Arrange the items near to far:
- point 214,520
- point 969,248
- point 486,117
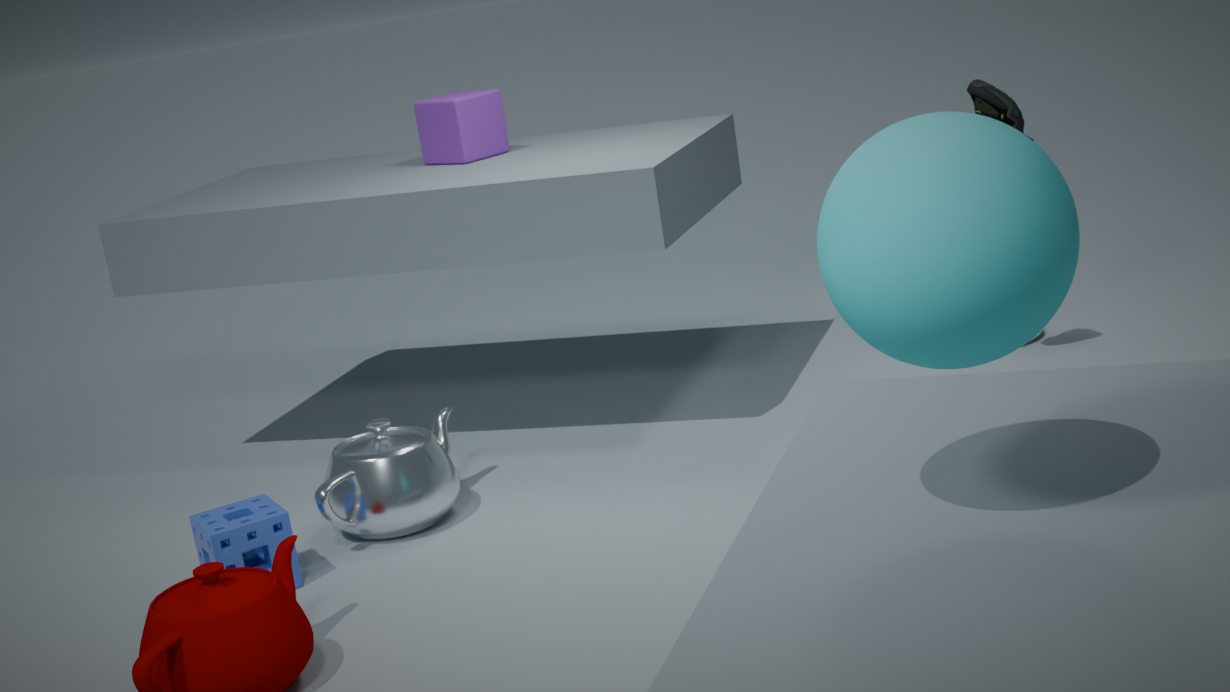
point 969,248 → point 214,520 → point 486,117
